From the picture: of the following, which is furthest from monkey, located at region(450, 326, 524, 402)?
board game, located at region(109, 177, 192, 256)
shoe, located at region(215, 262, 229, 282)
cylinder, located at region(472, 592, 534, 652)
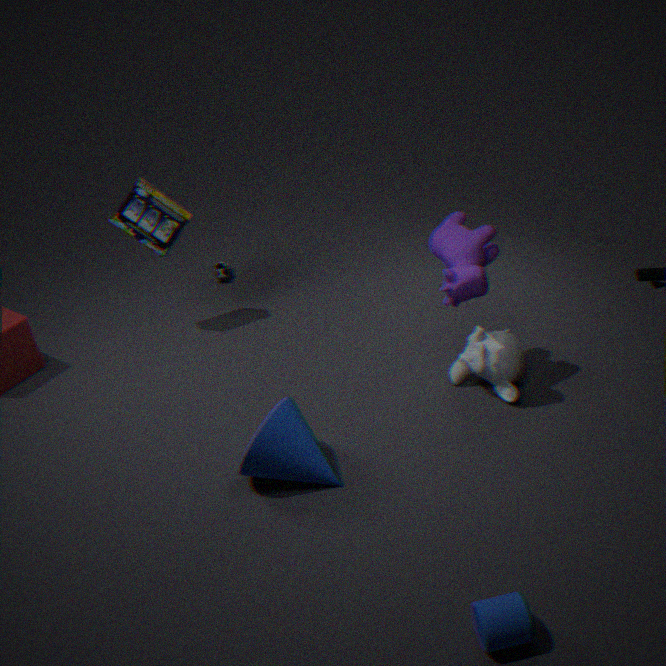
shoe, located at region(215, 262, 229, 282)
